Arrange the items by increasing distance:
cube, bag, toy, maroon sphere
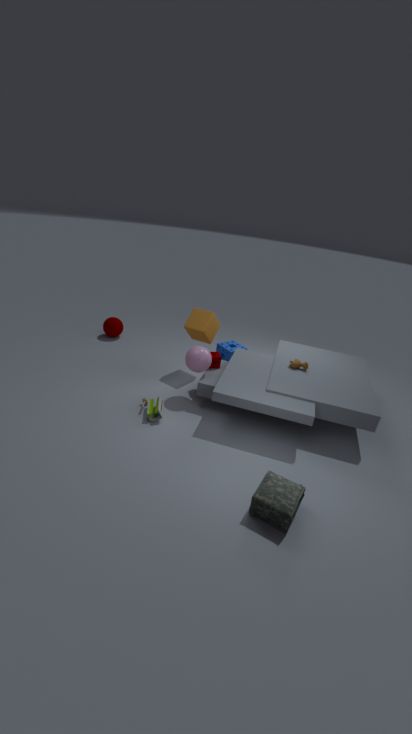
bag < toy < cube < maroon sphere
